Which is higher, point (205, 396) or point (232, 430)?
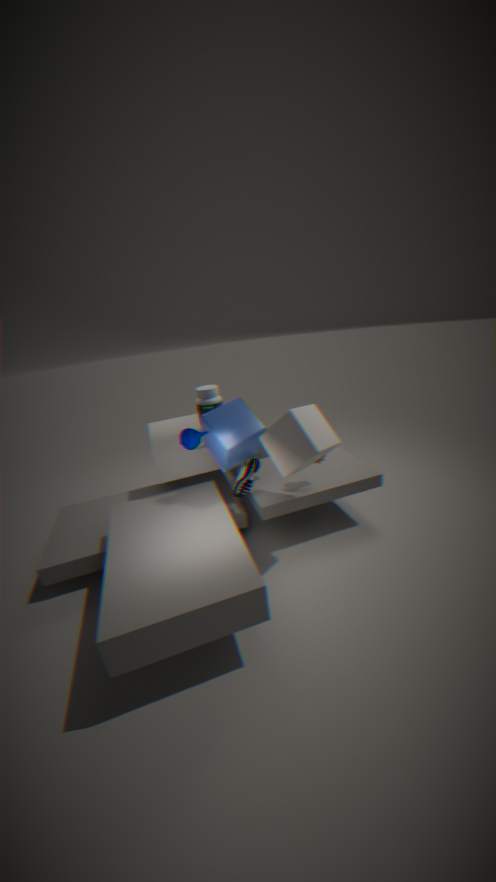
point (205, 396)
